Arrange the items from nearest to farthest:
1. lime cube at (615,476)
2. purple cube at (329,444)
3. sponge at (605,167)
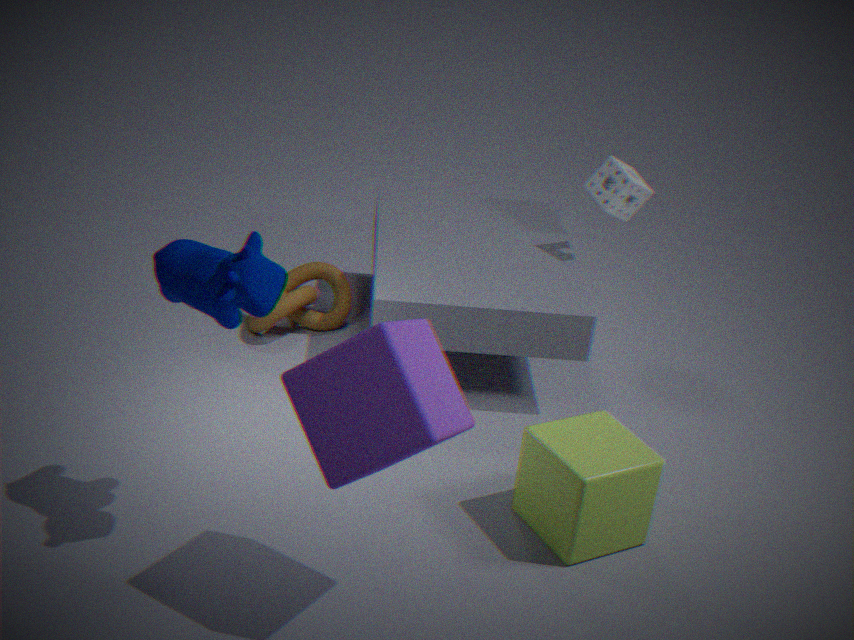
purple cube at (329,444)
lime cube at (615,476)
sponge at (605,167)
